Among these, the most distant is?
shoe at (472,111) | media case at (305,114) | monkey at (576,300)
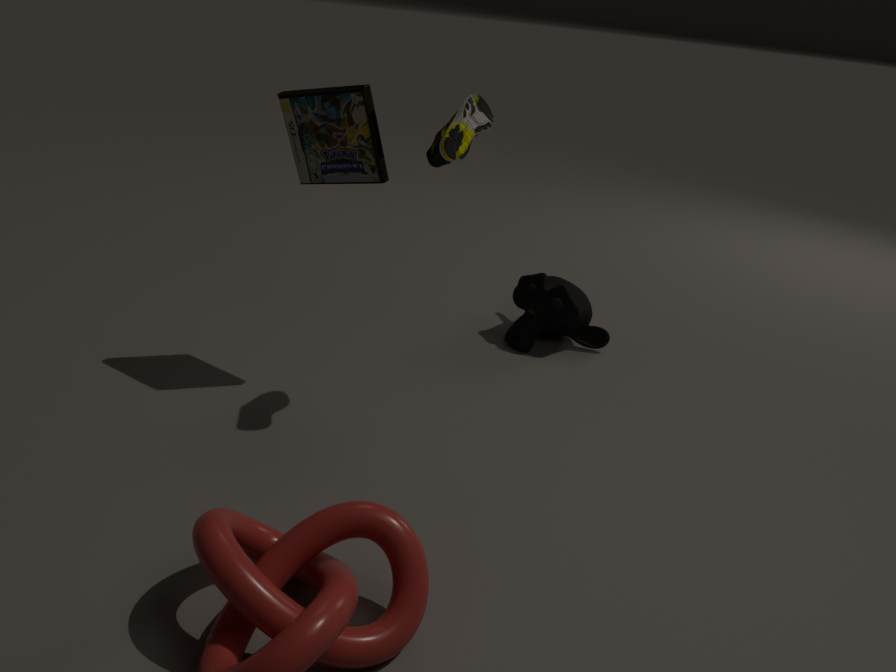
monkey at (576,300)
